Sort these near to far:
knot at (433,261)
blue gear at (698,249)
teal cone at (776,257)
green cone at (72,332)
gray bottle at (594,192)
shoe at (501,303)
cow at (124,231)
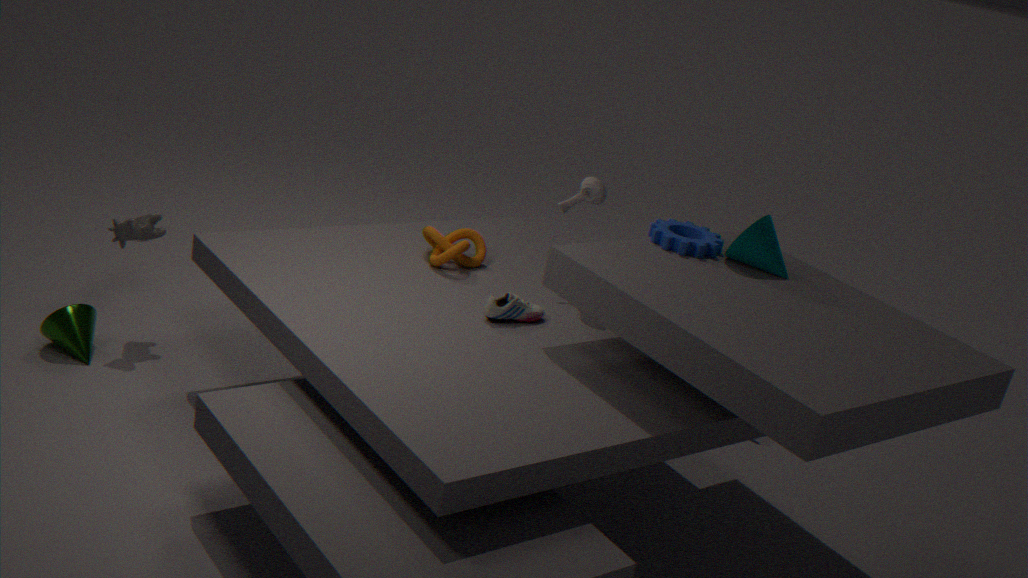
teal cone at (776,257) → shoe at (501,303) → blue gear at (698,249) → gray bottle at (594,192) → green cone at (72,332) → knot at (433,261) → cow at (124,231)
